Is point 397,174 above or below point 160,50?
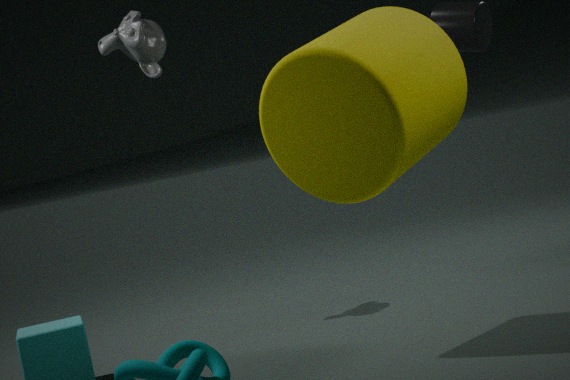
below
